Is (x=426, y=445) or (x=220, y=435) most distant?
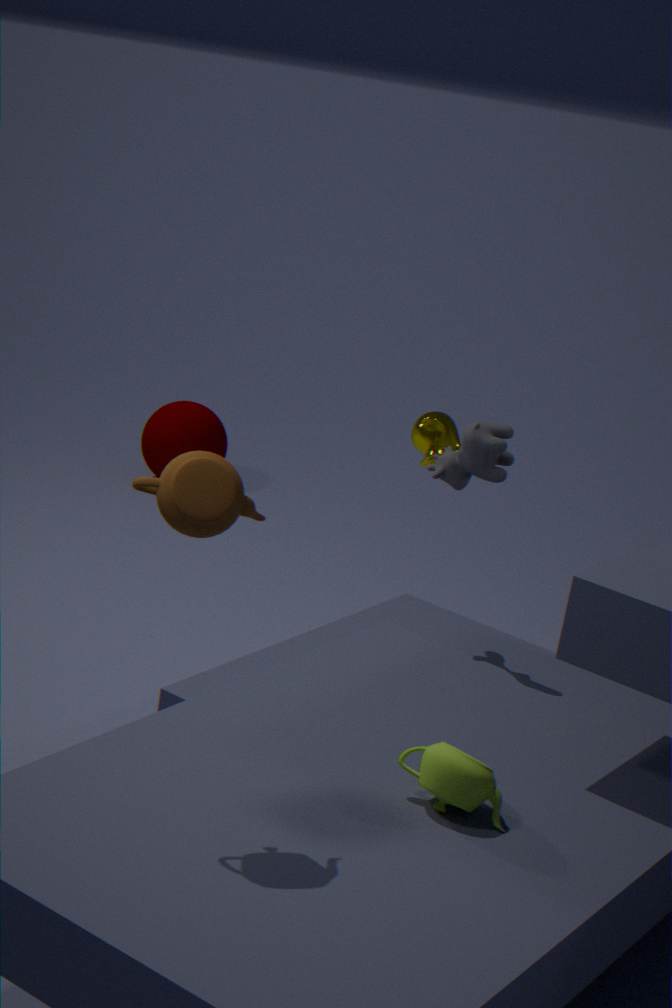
(x=220, y=435)
